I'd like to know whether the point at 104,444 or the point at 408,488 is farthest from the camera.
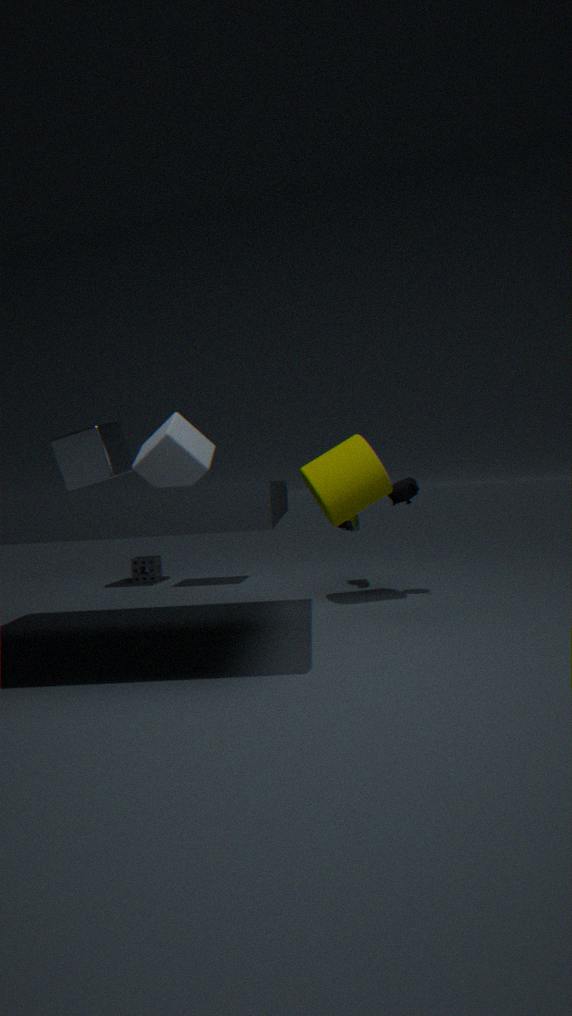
the point at 104,444
